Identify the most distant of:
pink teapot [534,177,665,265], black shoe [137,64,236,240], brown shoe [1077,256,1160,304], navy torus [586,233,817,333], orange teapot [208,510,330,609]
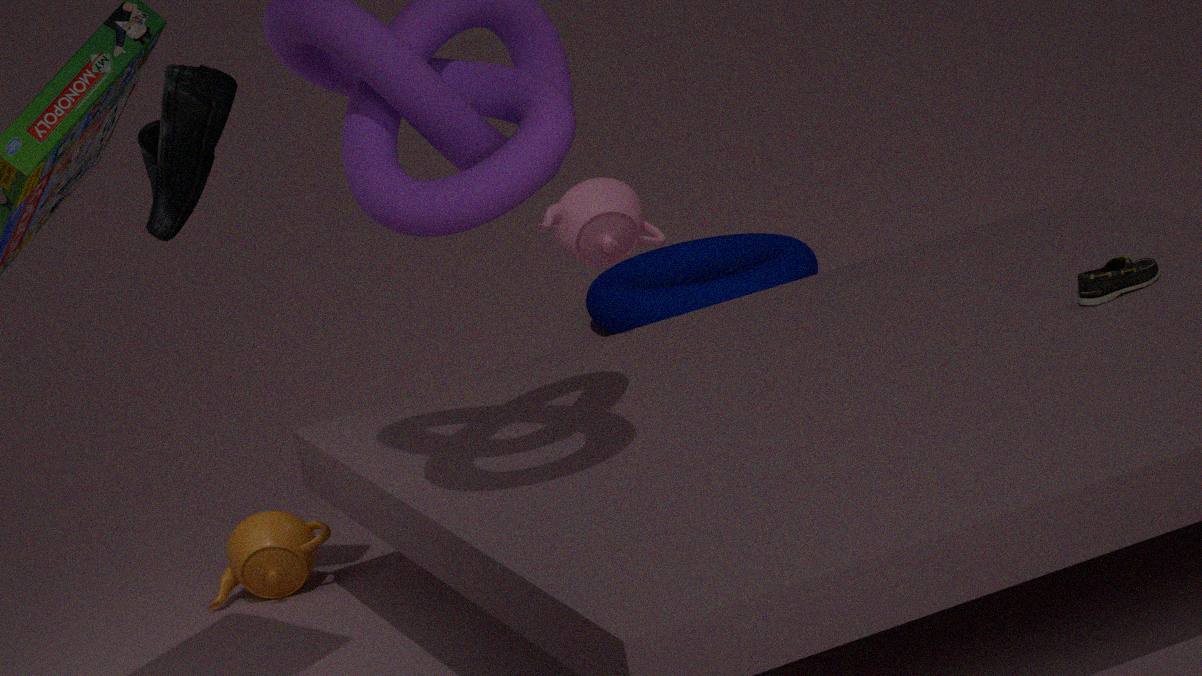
navy torus [586,233,817,333]
